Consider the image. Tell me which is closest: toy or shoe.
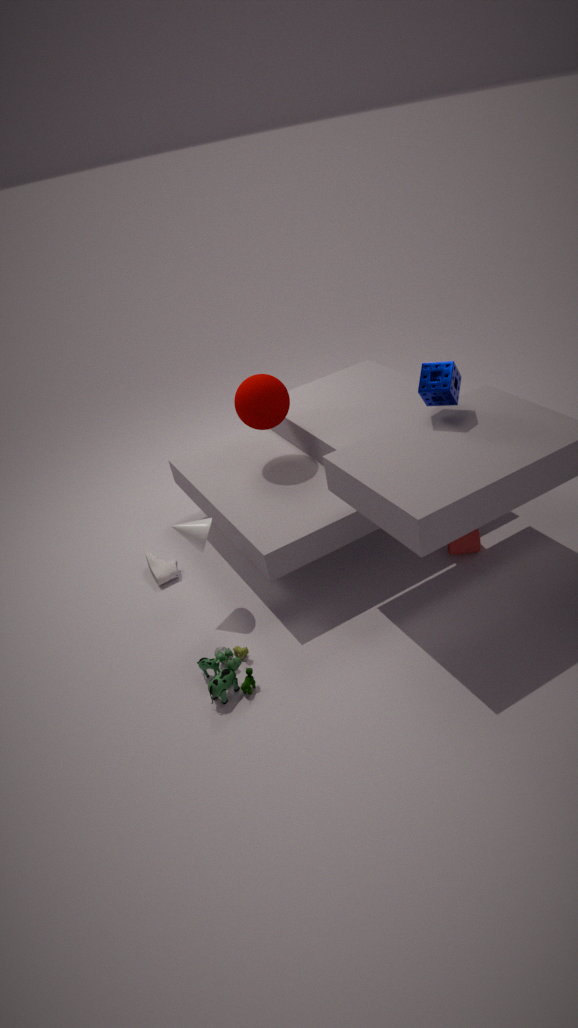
toy
